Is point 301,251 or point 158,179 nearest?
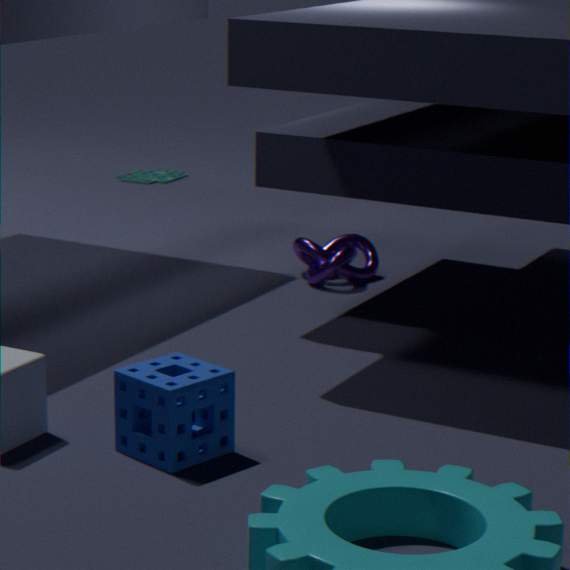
point 301,251
